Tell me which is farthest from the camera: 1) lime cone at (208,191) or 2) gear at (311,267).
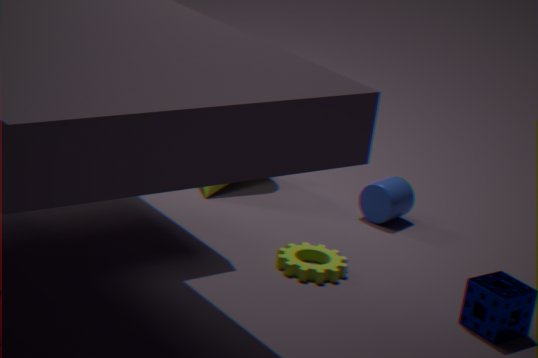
1. lime cone at (208,191)
